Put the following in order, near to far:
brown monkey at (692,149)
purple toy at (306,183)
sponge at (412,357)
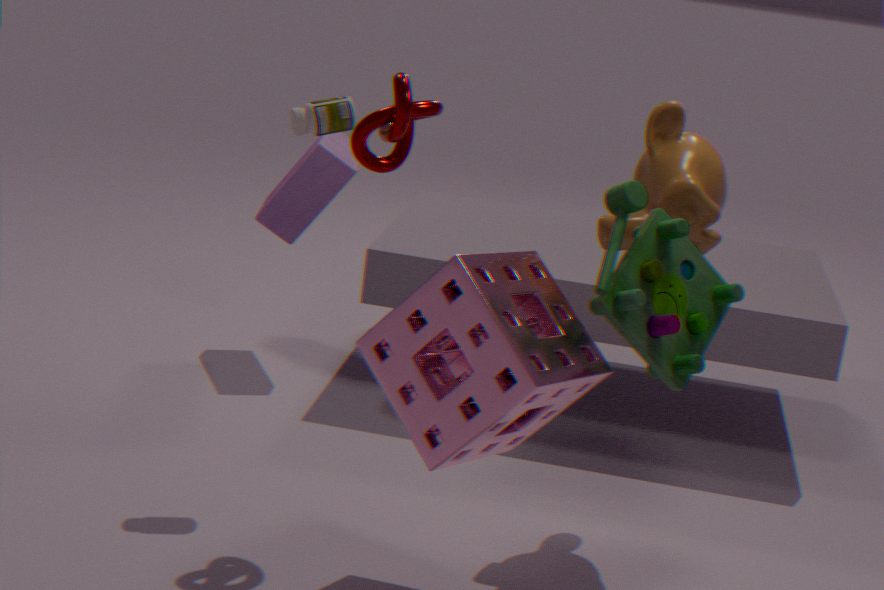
sponge at (412,357) < brown monkey at (692,149) < purple toy at (306,183)
